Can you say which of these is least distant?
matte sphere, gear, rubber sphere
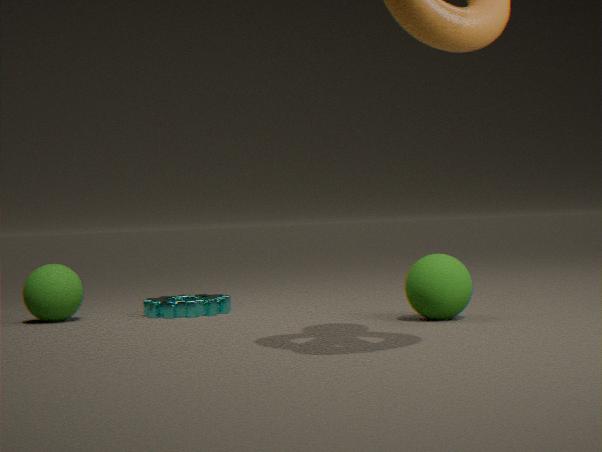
matte sphere
